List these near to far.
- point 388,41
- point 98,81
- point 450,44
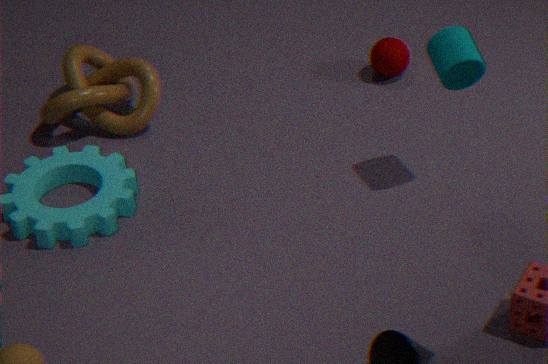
1. point 450,44
2. point 98,81
3. point 388,41
